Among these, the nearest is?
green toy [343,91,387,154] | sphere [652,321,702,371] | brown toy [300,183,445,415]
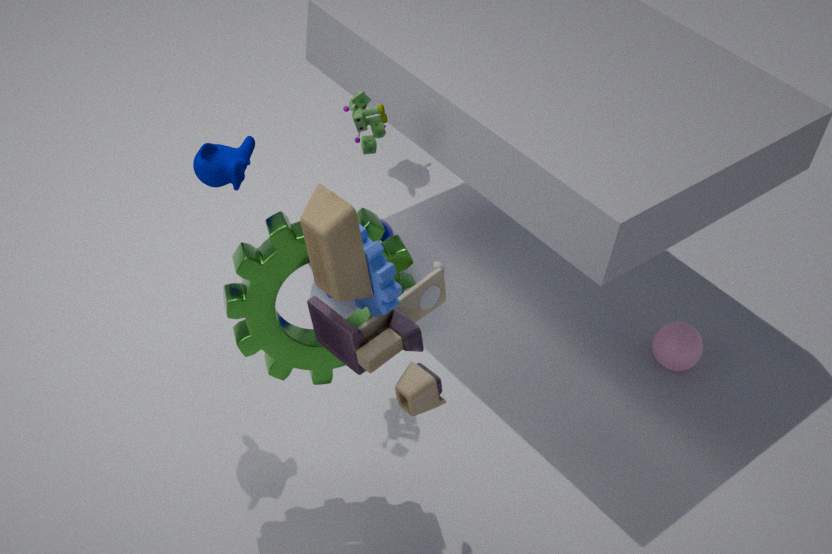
Answer: brown toy [300,183,445,415]
